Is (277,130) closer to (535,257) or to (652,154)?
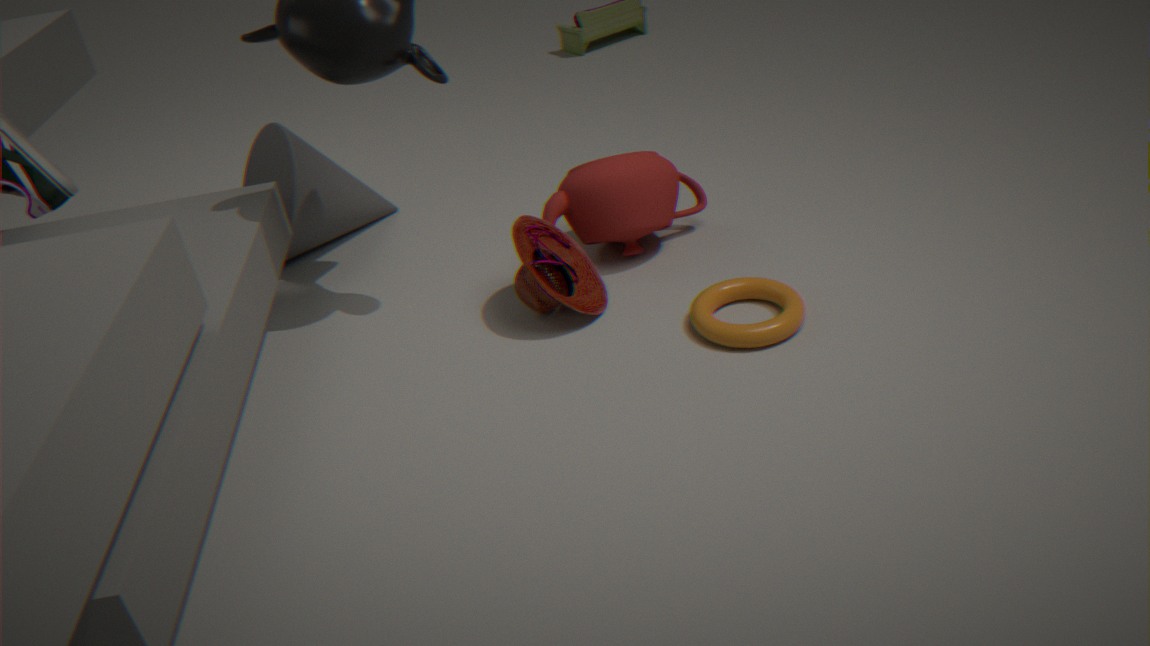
(535,257)
